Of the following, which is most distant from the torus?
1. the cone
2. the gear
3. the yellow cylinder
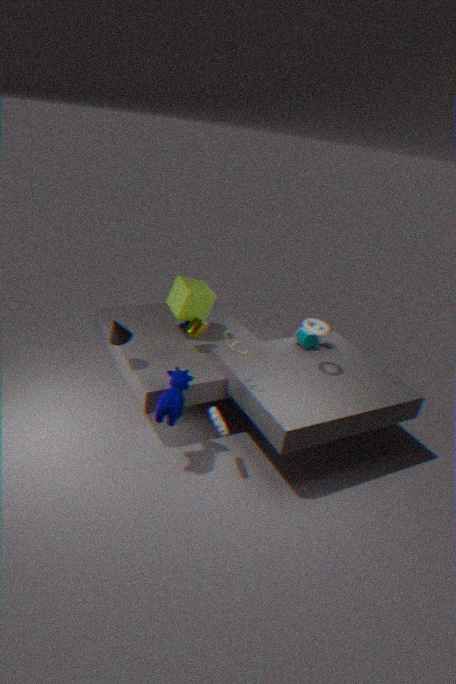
the cone
